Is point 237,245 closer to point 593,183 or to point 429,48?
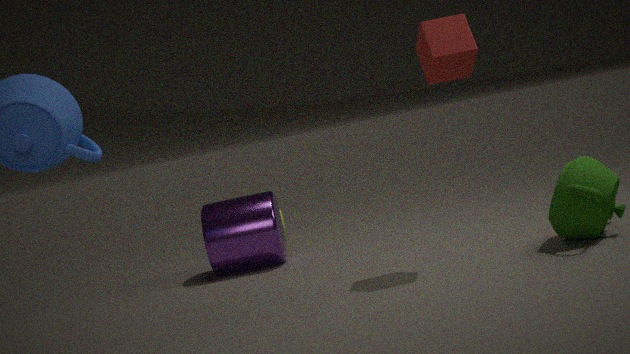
point 429,48
